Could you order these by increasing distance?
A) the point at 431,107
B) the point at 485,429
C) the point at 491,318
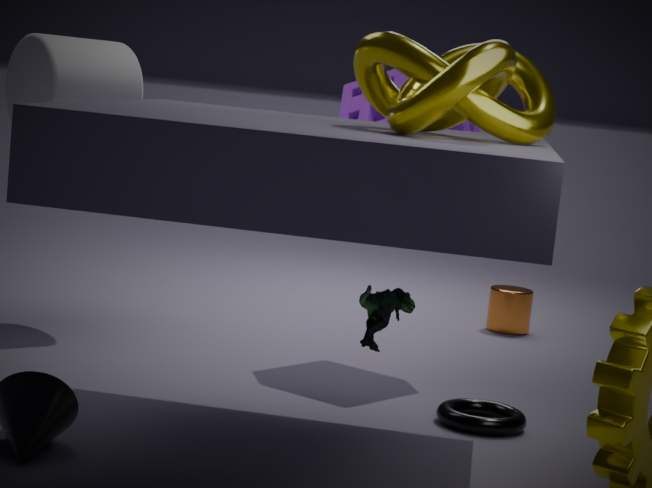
the point at 431,107 → the point at 485,429 → the point at 491,318
